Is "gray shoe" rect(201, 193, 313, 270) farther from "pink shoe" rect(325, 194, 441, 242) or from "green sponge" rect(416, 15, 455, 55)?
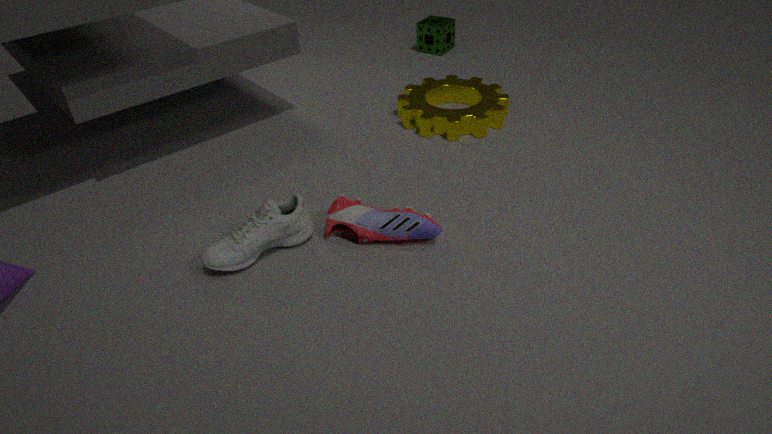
"green sponge" rect(416, 15, 455, 55)
